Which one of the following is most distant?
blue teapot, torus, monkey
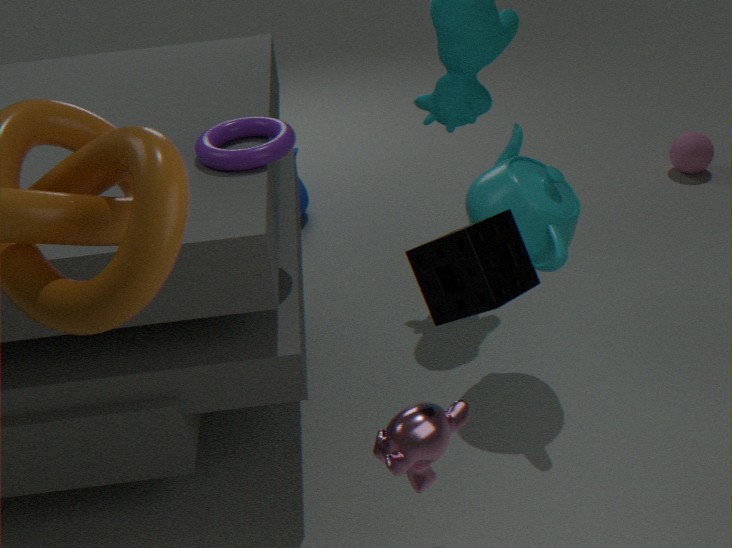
blue teapot
